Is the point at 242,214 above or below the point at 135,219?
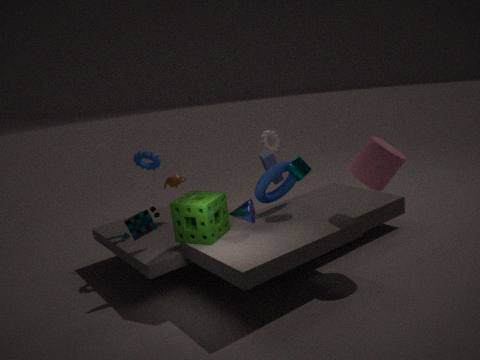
above
